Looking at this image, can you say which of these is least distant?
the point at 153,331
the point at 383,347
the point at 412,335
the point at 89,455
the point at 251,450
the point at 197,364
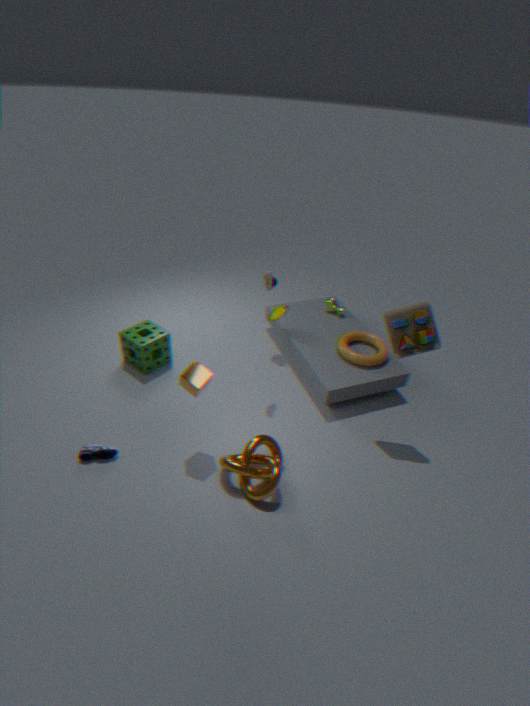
the point at 197,364
